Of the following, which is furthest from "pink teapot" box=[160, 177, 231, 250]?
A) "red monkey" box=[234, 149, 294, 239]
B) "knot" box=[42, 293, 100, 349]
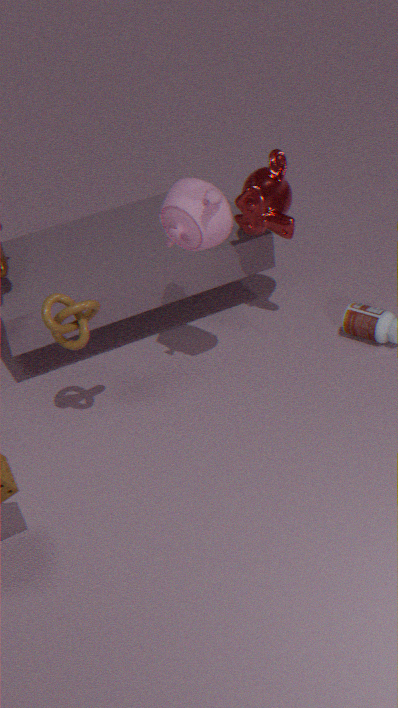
"knot" box=[42, 293, 100, 349]
